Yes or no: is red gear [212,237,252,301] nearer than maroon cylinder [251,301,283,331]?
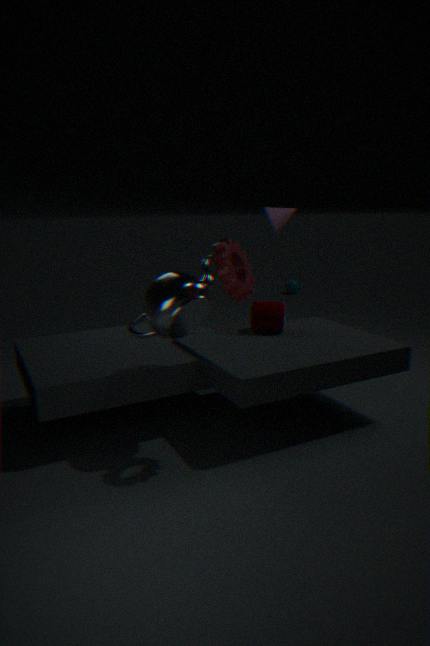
Yes
